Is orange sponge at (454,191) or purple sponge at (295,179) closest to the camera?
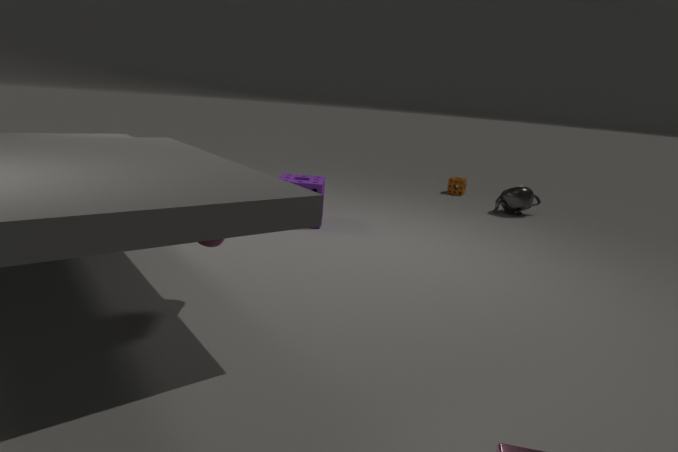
purple sponge at (295,179)
